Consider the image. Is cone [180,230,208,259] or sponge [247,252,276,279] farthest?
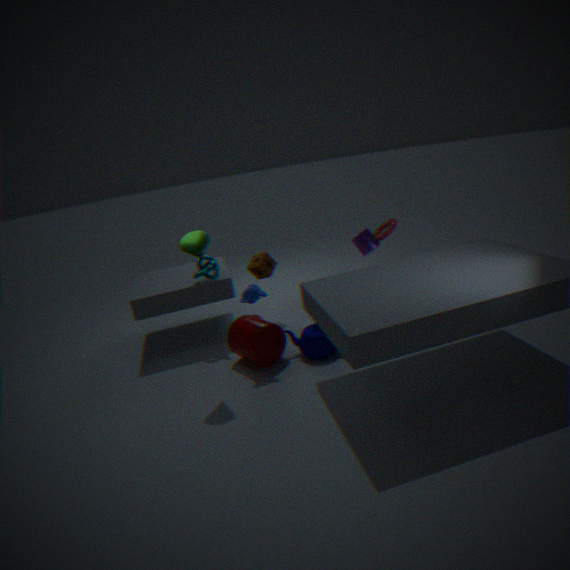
sponge [247,252,276,279]
